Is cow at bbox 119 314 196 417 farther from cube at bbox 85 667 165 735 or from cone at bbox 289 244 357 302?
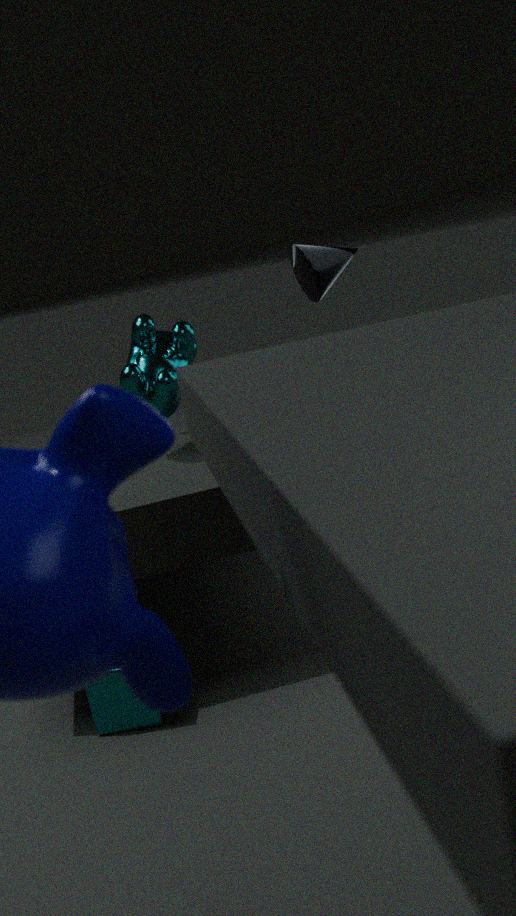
cube at bbox 85 667 165 735
